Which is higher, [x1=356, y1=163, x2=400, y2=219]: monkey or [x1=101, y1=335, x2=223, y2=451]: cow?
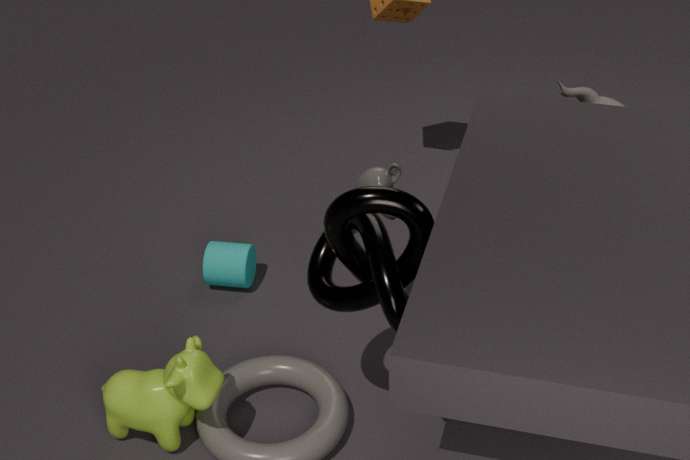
[x1=356, y1=163, x2=400, y2=219]: monkey
